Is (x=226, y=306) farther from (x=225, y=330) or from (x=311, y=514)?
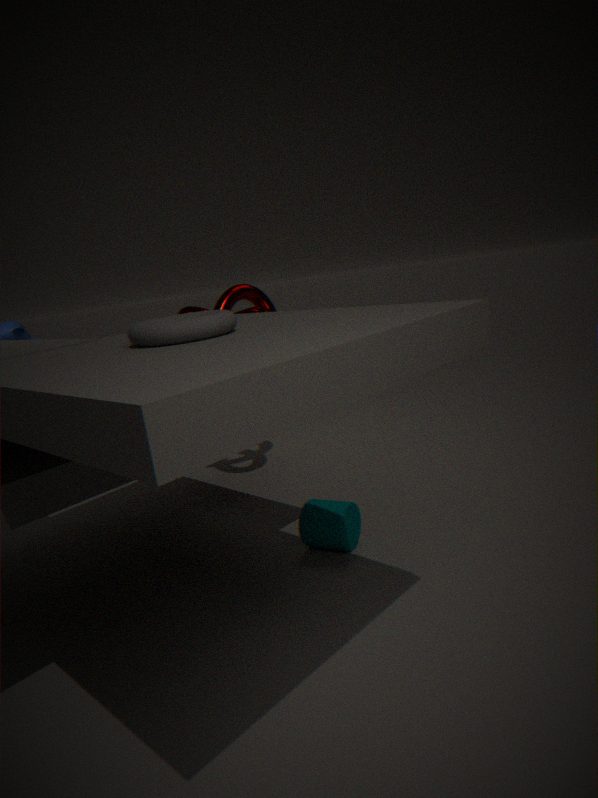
(x=225, y=330)
